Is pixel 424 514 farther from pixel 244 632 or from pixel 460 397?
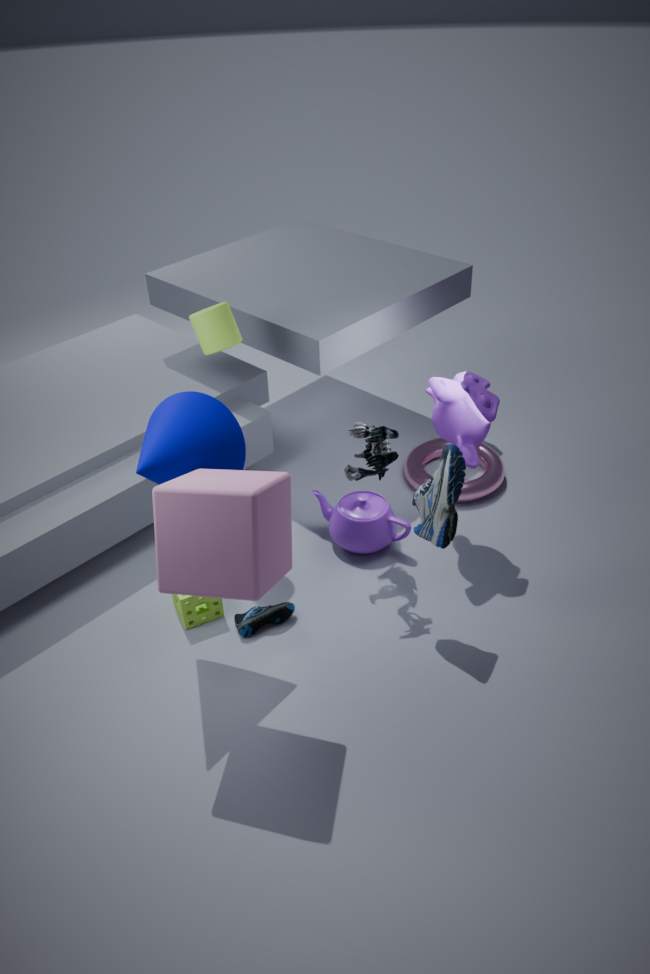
pixel 244 632
